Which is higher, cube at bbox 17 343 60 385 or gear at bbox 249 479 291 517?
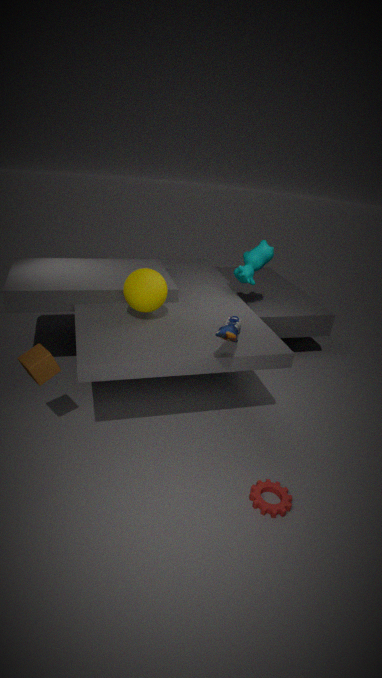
cube at bbox 17 343 60 385
